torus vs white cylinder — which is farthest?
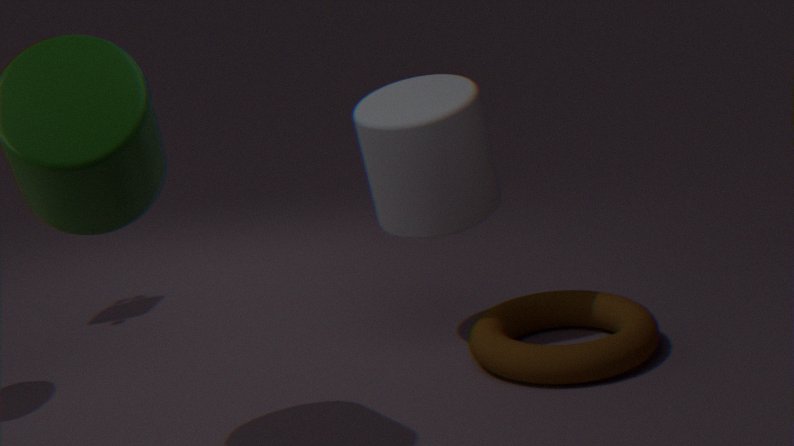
white cylinder
